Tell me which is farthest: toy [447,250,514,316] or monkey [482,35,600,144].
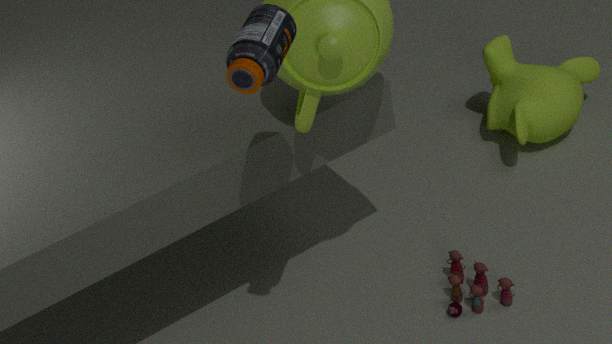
monkey [482,35,600,144]
